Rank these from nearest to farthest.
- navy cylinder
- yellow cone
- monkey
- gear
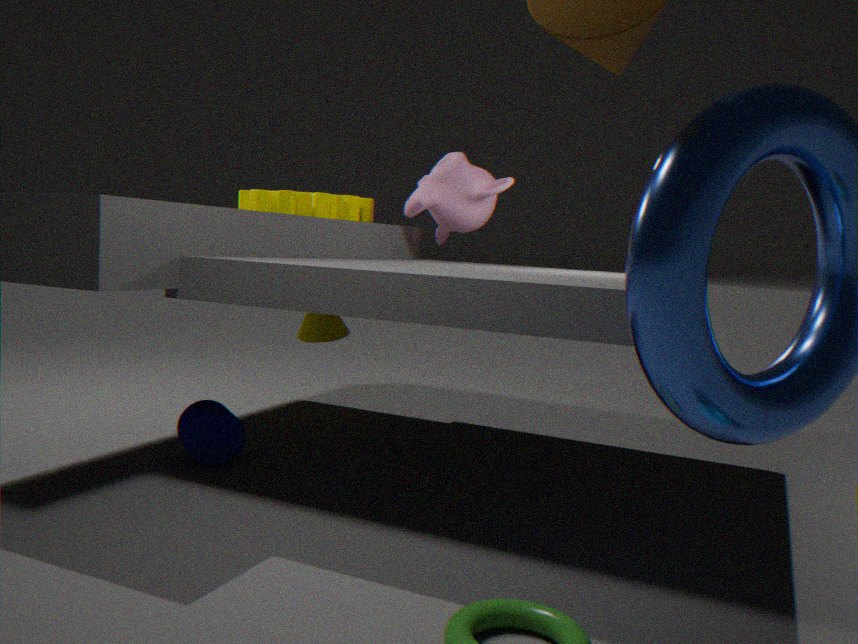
navy cylinder → gear → monkey → yellow cone
